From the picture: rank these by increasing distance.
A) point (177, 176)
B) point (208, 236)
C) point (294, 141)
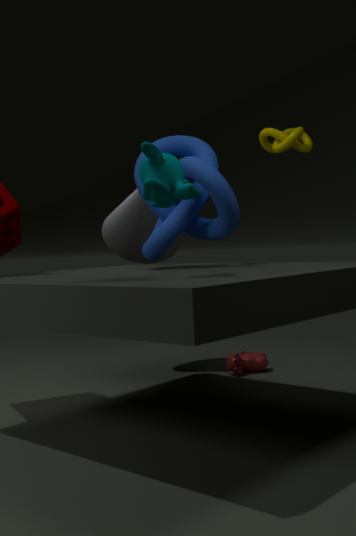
point (177, 176) < point (208, 236) < point (294, 141)
